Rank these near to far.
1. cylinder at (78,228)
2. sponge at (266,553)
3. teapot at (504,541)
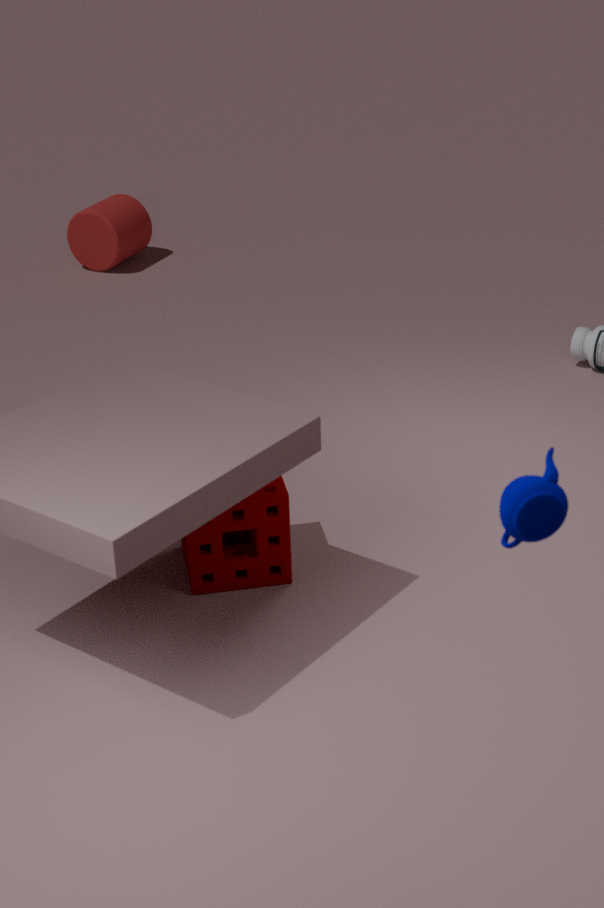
teapot at (504,541)
sponge at (266,553)
cylinder at (78,228)
